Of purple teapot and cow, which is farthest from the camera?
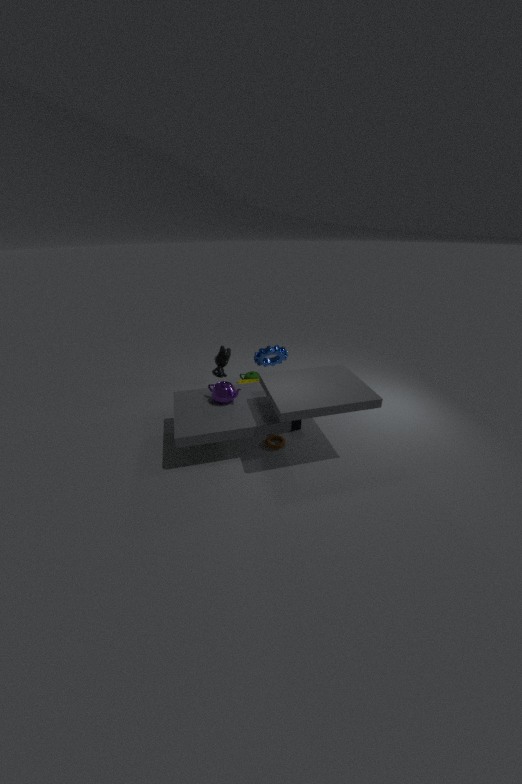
cow
